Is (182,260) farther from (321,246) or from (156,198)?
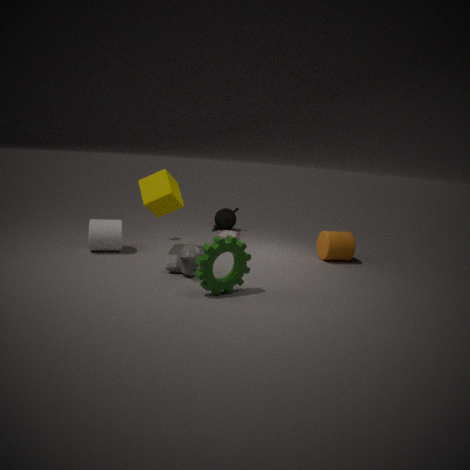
(321,246)
